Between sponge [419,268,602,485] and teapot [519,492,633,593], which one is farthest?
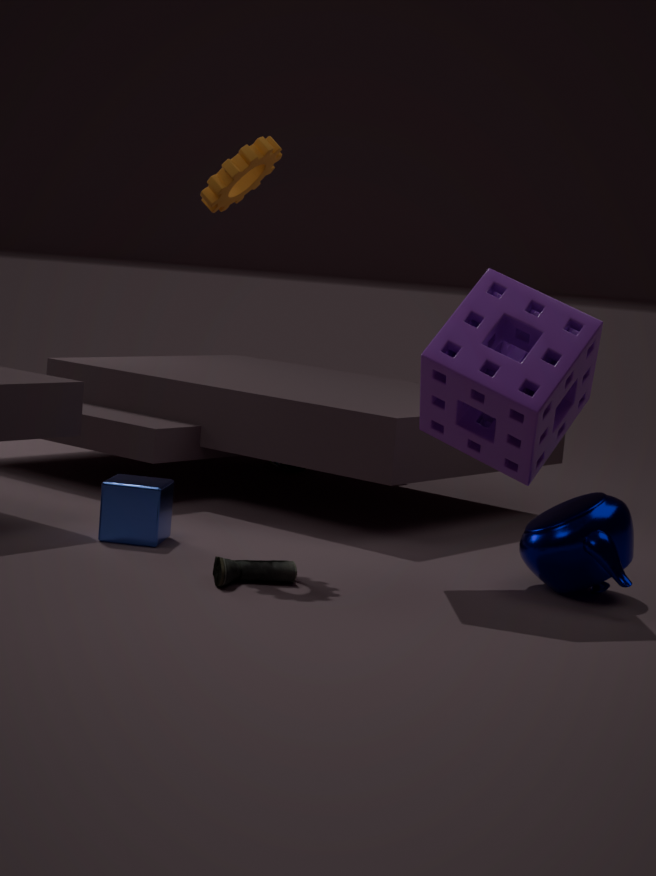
teapot [519,492,633,593]
